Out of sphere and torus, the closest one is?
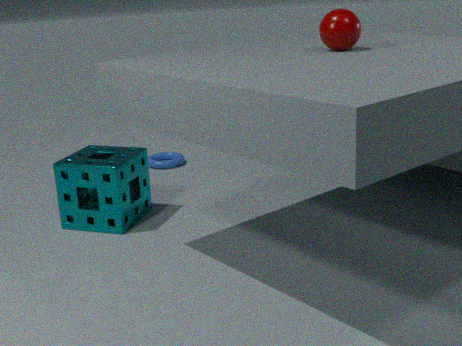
sphere
